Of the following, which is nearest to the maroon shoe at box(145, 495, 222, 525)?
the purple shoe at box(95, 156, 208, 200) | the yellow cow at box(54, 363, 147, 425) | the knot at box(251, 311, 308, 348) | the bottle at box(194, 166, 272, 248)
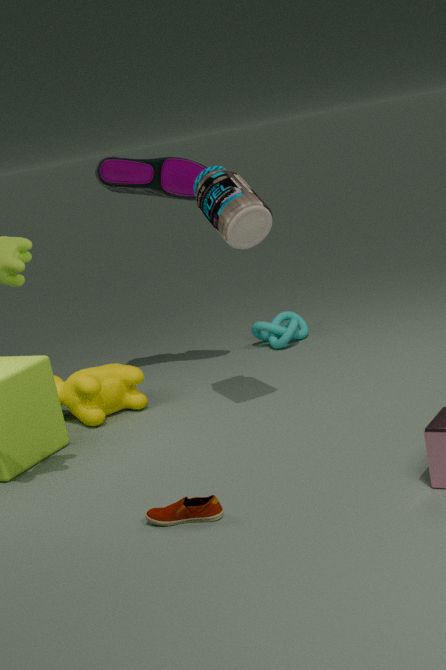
the bottle at box(194, 166, 272, 248)
